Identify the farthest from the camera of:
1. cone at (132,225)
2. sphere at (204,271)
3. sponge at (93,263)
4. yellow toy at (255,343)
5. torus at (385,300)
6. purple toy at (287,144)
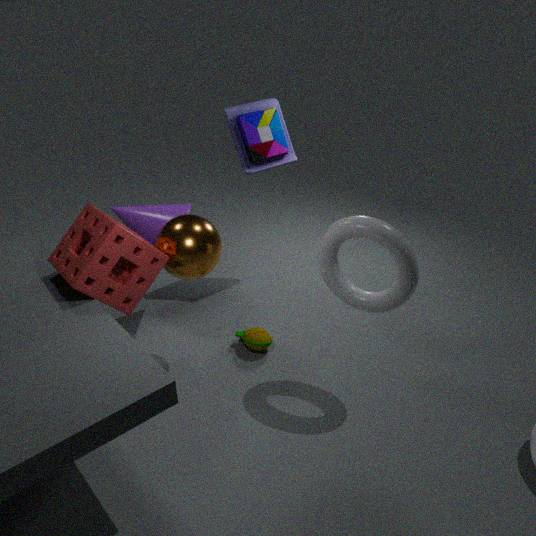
purple toy at (287,144)
